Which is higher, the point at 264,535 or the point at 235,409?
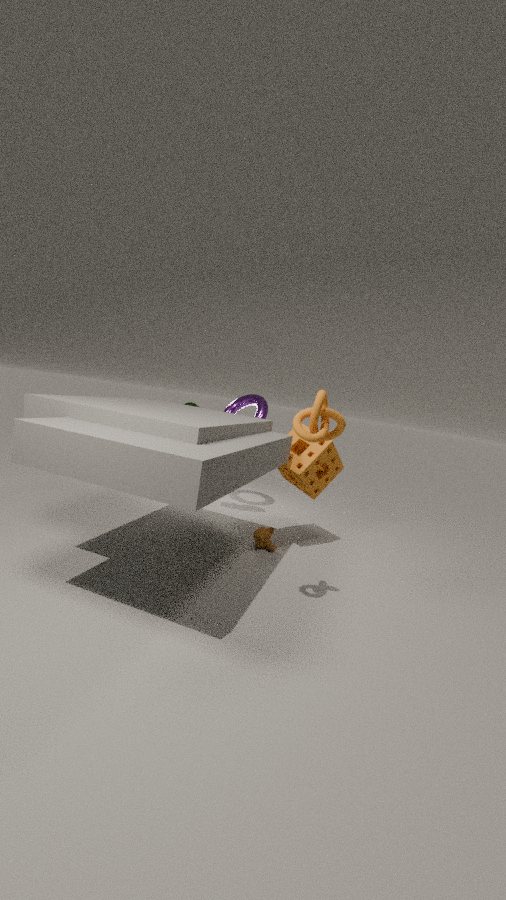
the point at 235,409
